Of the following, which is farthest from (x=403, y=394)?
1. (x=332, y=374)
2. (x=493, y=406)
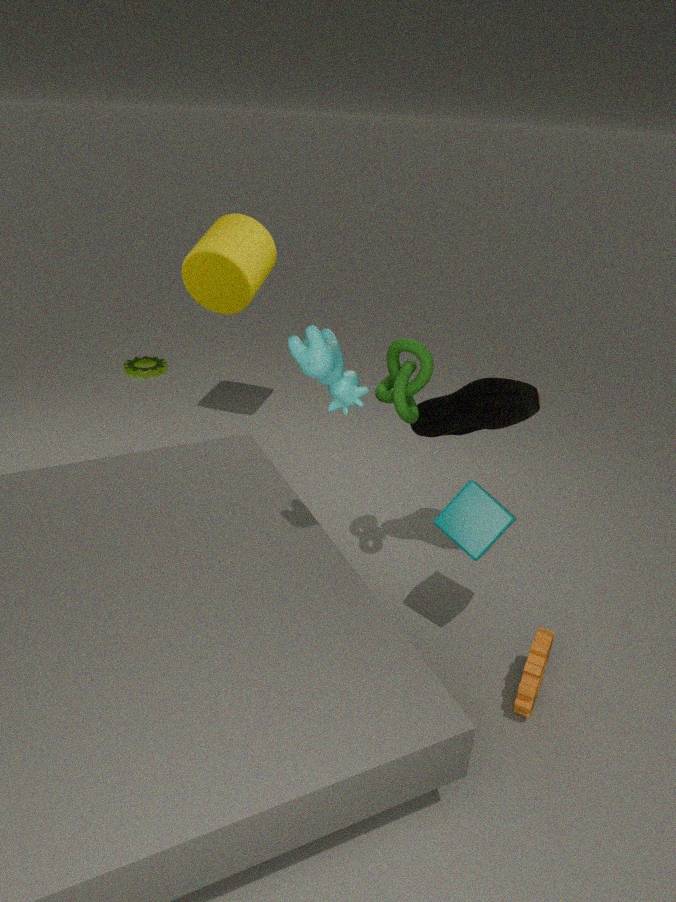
(x=332, y=374)
